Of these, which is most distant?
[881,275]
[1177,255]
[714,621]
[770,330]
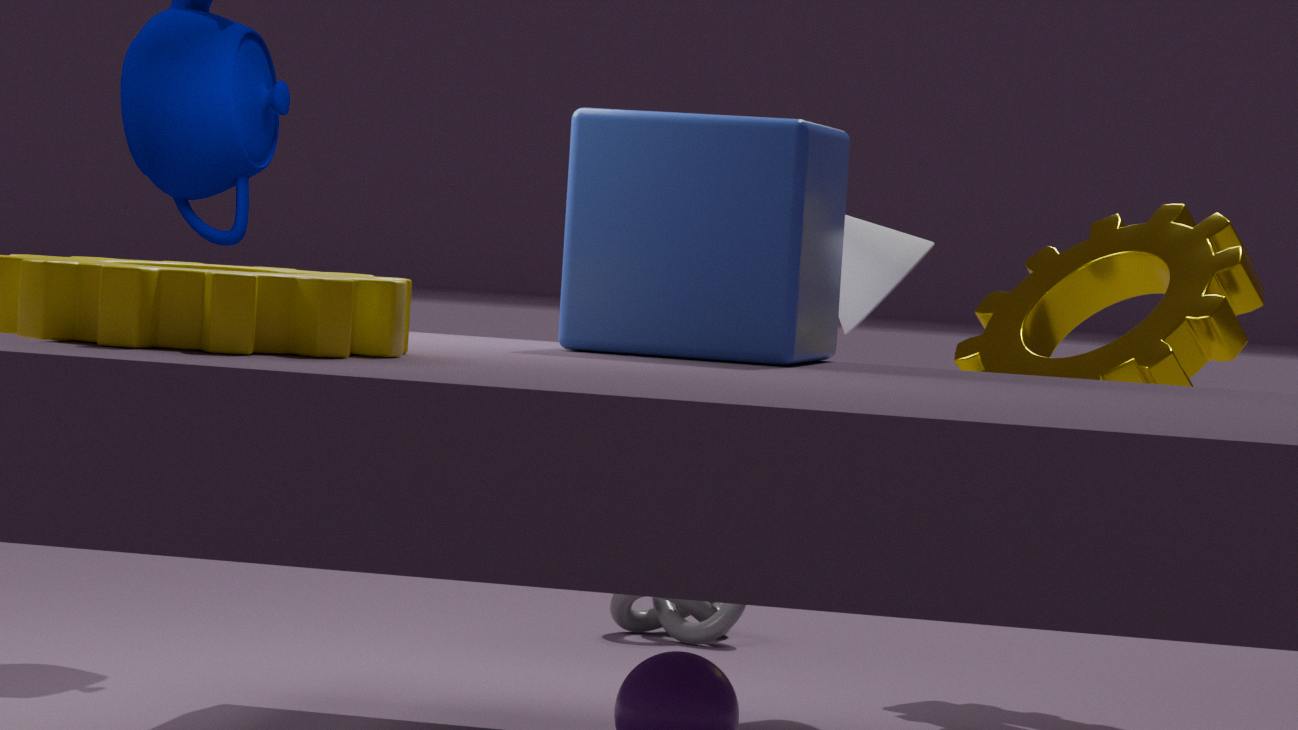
[714,621]
